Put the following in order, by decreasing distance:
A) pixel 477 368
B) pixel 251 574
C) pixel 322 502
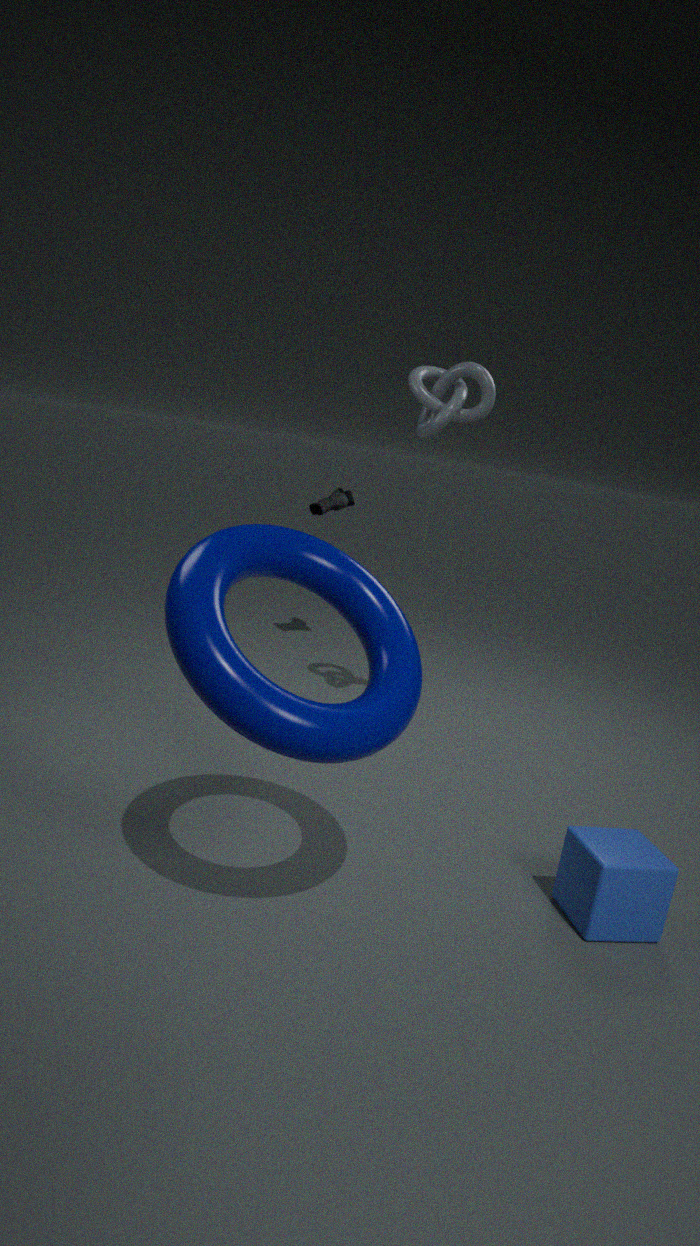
pixel 322 502
pixel 477 368
pixel 251 574
